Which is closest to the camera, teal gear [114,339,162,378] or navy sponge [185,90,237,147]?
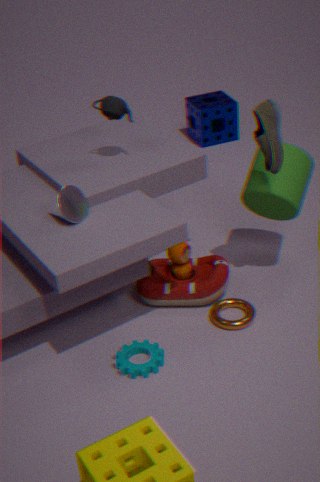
teal gear [114,339,162,378]
